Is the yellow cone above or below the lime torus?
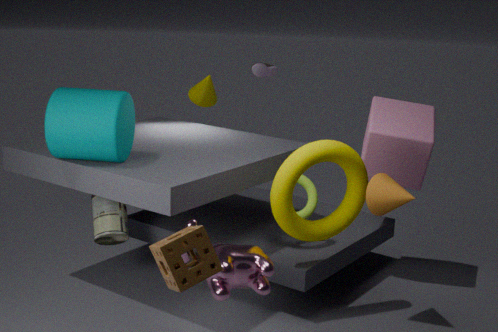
above
